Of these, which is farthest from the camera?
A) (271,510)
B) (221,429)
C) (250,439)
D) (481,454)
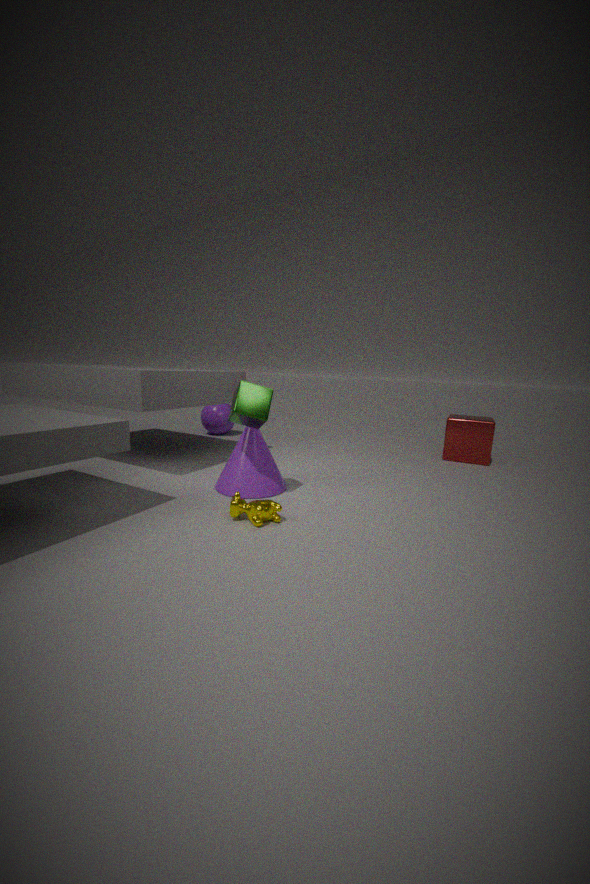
(221,429)
